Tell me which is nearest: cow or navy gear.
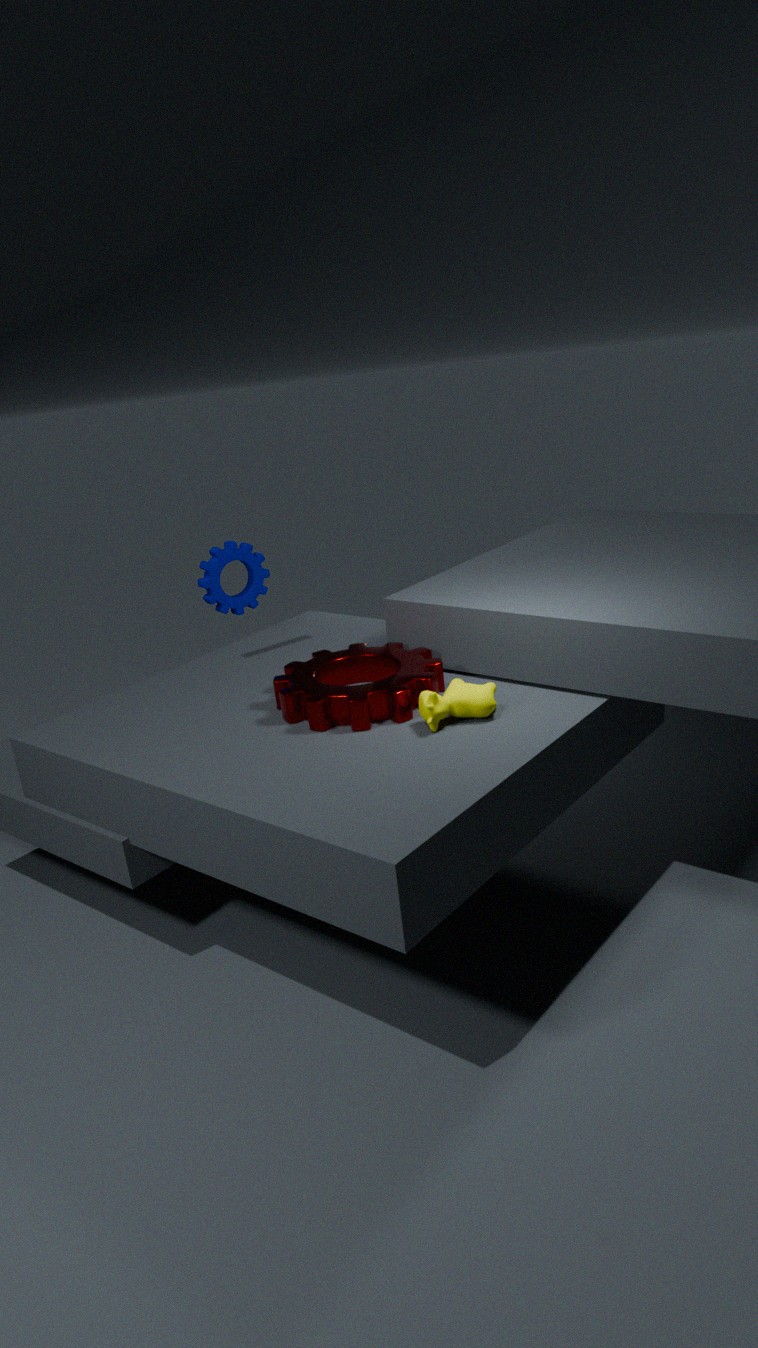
cow
